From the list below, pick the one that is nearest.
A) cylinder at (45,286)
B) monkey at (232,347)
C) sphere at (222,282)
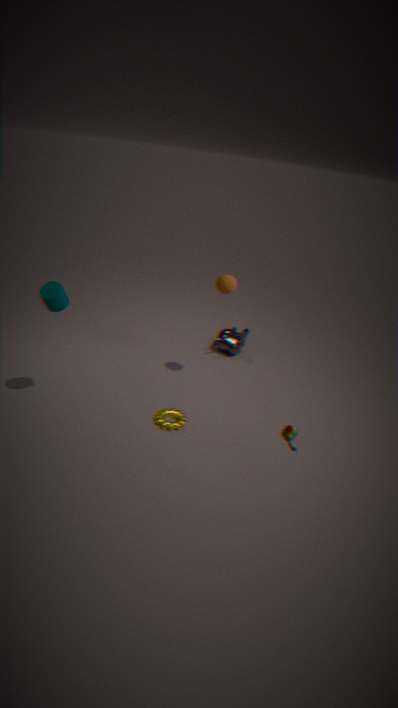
cylinder at (45,286)
